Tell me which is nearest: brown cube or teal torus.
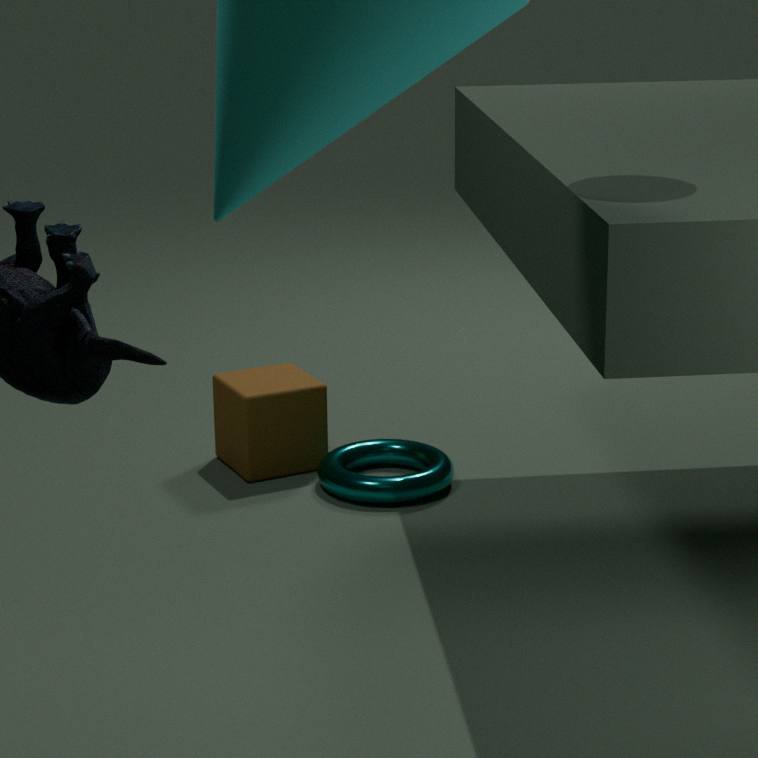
teal torus
